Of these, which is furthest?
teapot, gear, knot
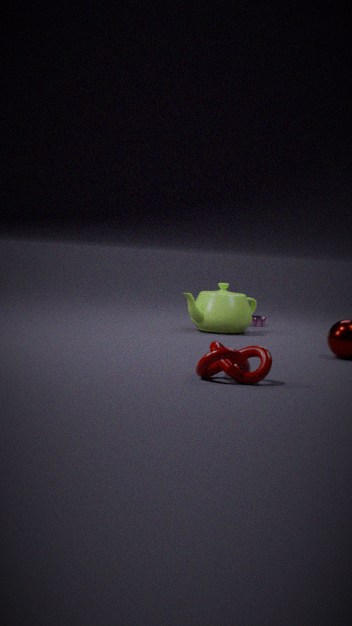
gear
